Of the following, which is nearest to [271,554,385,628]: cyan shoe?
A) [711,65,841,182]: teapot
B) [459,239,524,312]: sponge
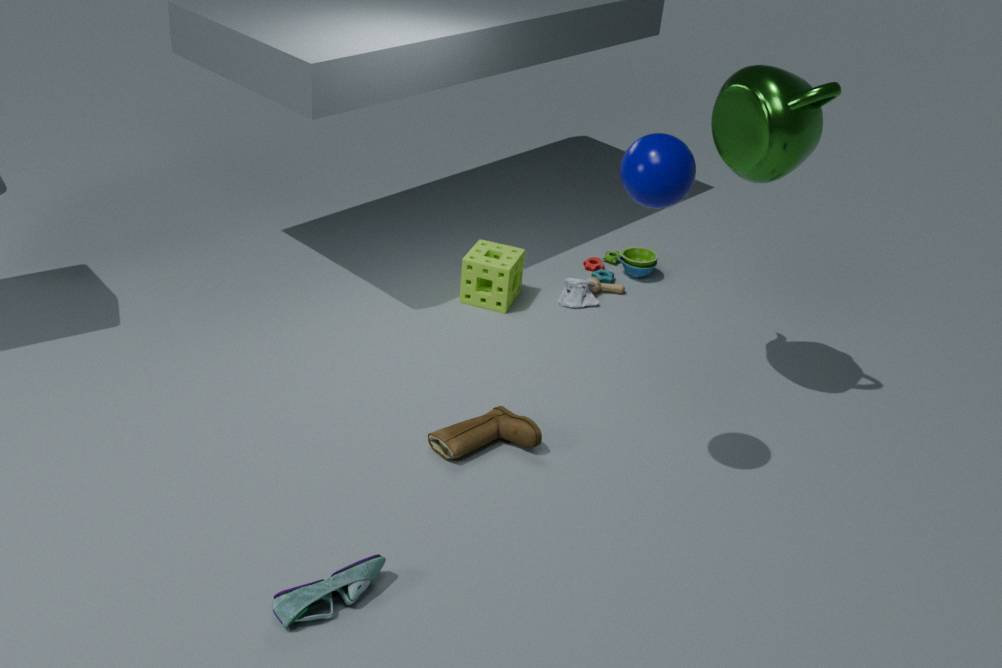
[459,239,524,312]: sponge
